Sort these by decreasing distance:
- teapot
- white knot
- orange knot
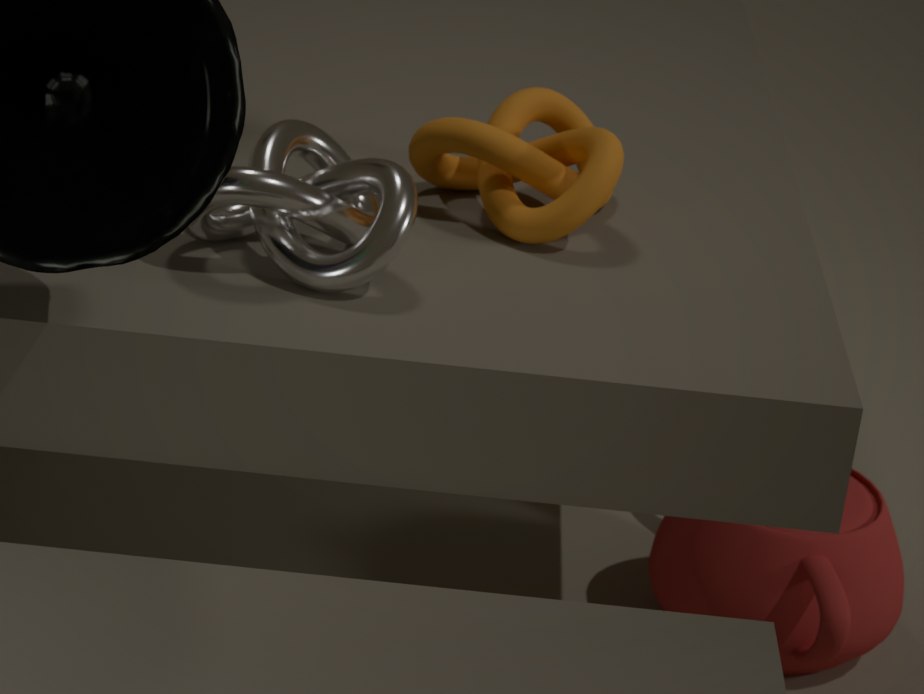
teapot
orange knot
white knot
